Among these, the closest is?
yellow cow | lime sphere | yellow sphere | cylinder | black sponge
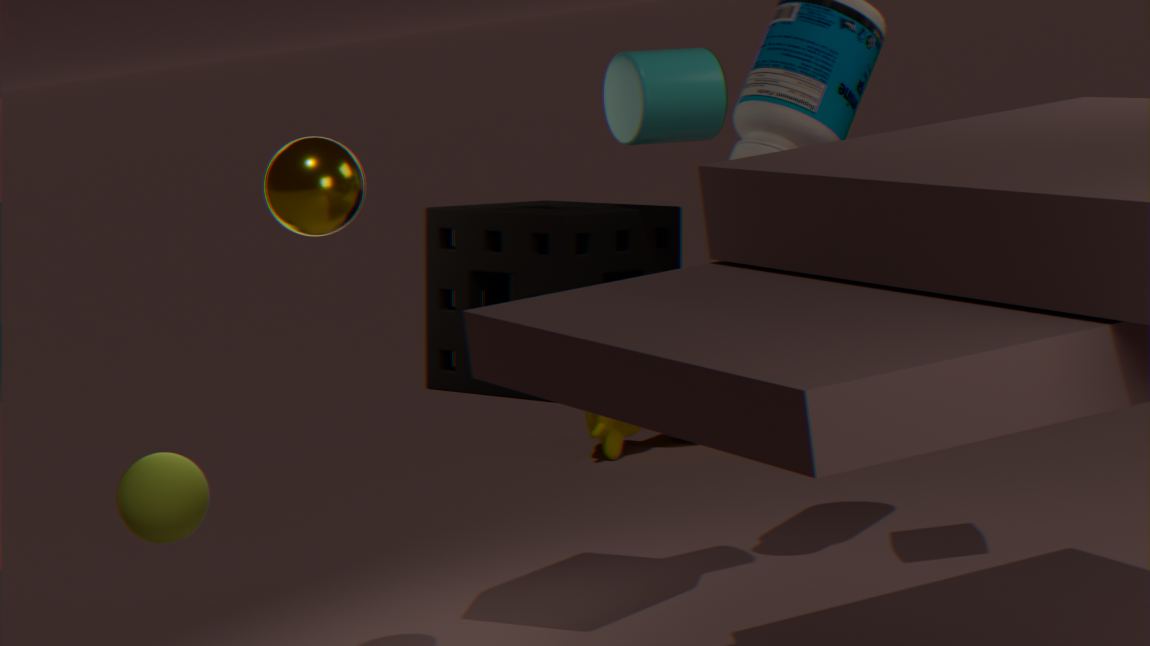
yellow sphere
